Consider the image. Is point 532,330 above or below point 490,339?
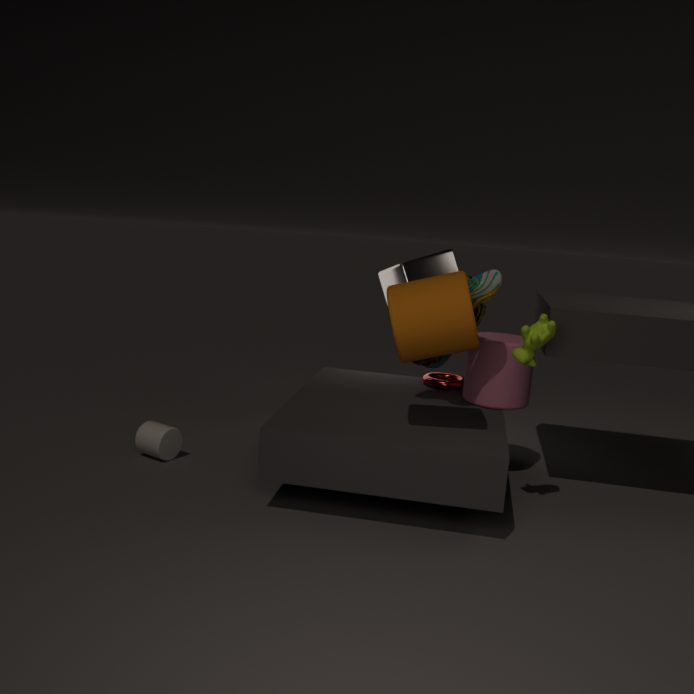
above
